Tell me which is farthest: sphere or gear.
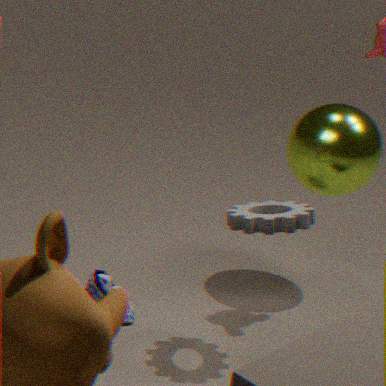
sphere
